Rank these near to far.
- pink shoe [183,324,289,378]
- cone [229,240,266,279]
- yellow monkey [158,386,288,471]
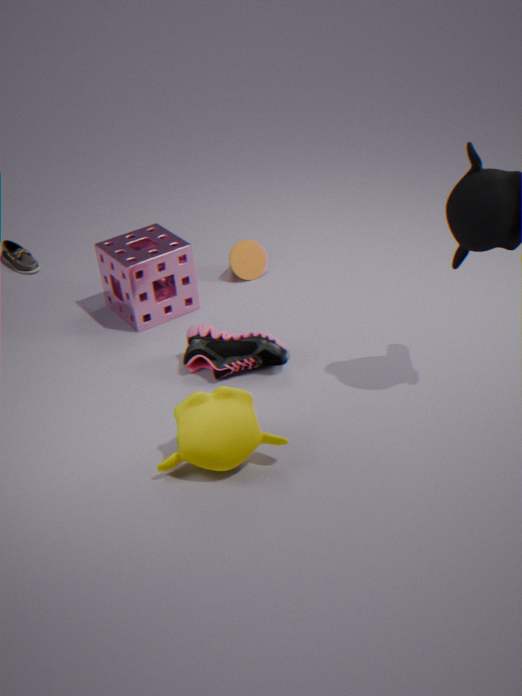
yellow monkey [158,386,288,471]
pink shoe [183,324,289,378]
cone [229,240,266,279]
